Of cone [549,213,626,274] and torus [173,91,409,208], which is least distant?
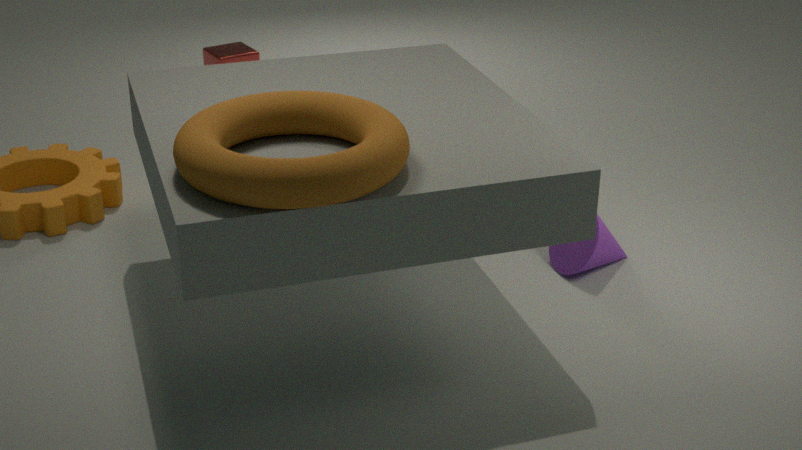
torus [173,91,409,208]
